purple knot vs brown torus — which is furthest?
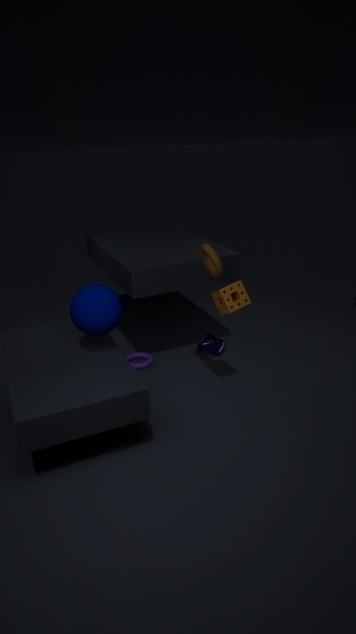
purple knot
